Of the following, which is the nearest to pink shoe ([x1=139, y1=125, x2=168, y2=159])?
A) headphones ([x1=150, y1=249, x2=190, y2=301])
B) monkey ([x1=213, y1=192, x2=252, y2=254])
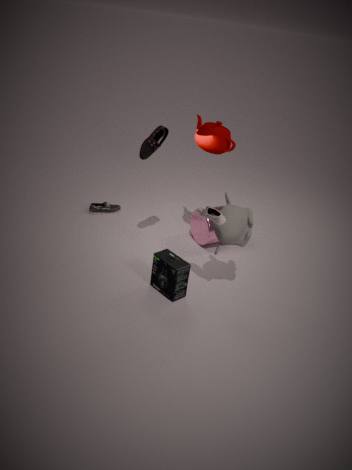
monkey ([x1=213, y1=192, x2=252, y2=254])
